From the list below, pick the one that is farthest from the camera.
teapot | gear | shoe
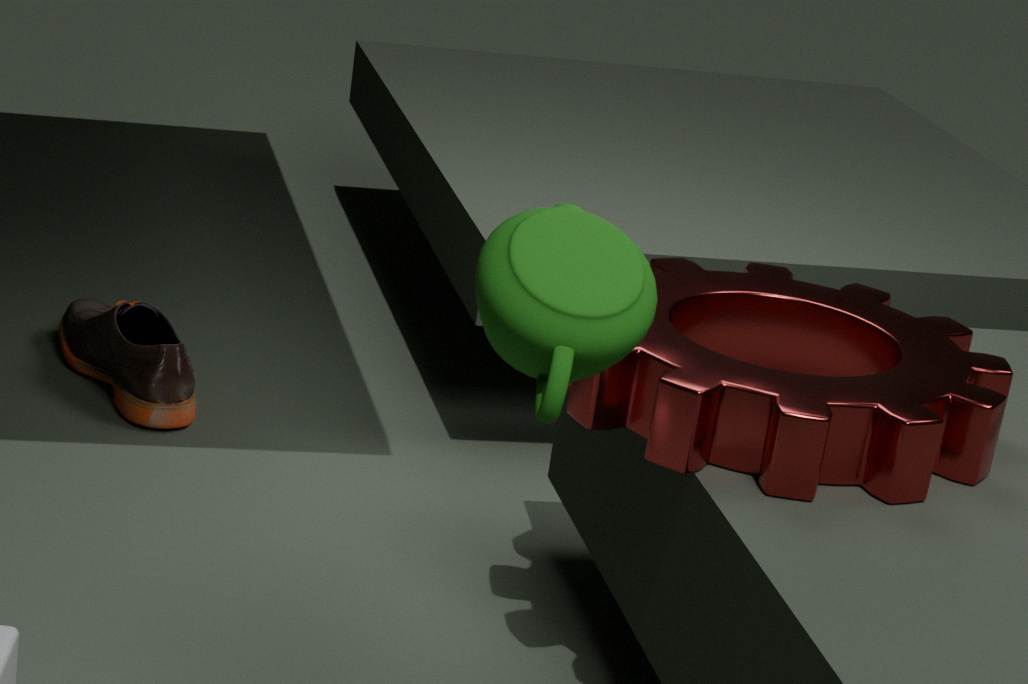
shoe
